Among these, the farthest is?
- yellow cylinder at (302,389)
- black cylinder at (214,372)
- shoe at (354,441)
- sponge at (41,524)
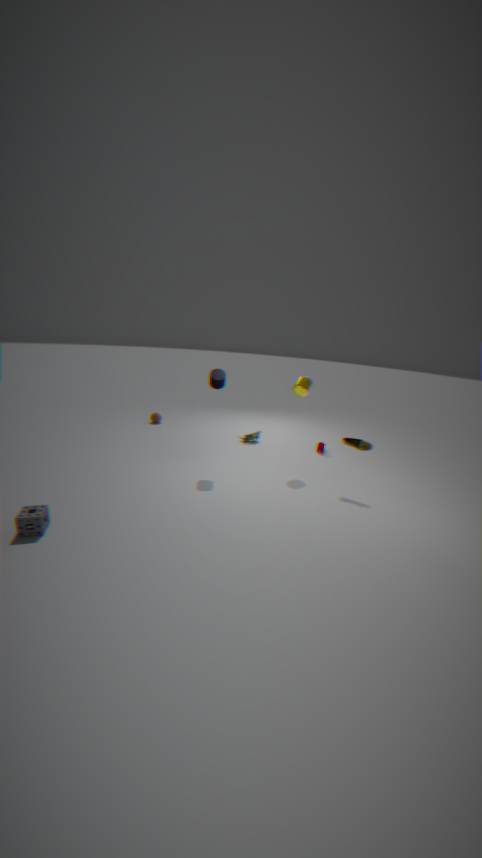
yellow cylinder at (302,389)
